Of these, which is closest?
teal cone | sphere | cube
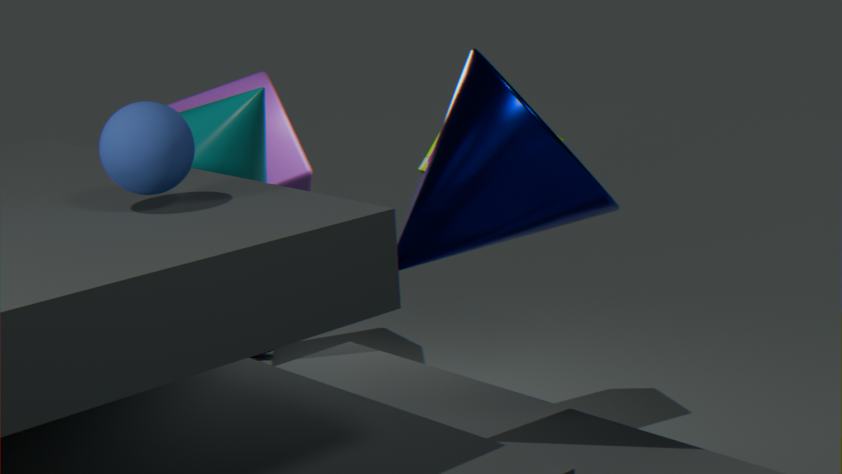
sphere
